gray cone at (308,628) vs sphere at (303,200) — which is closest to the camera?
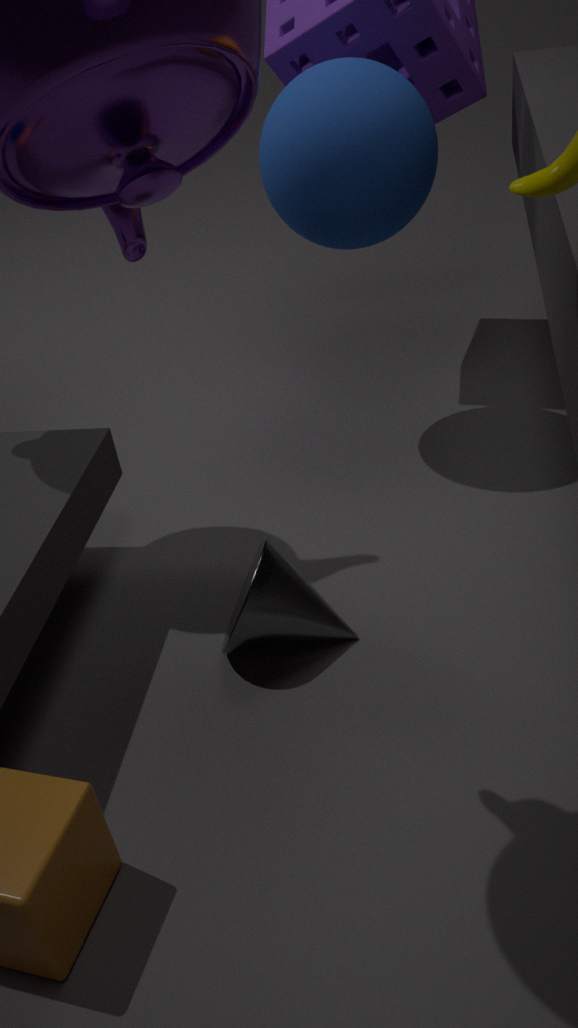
gray cone at (308,628)
